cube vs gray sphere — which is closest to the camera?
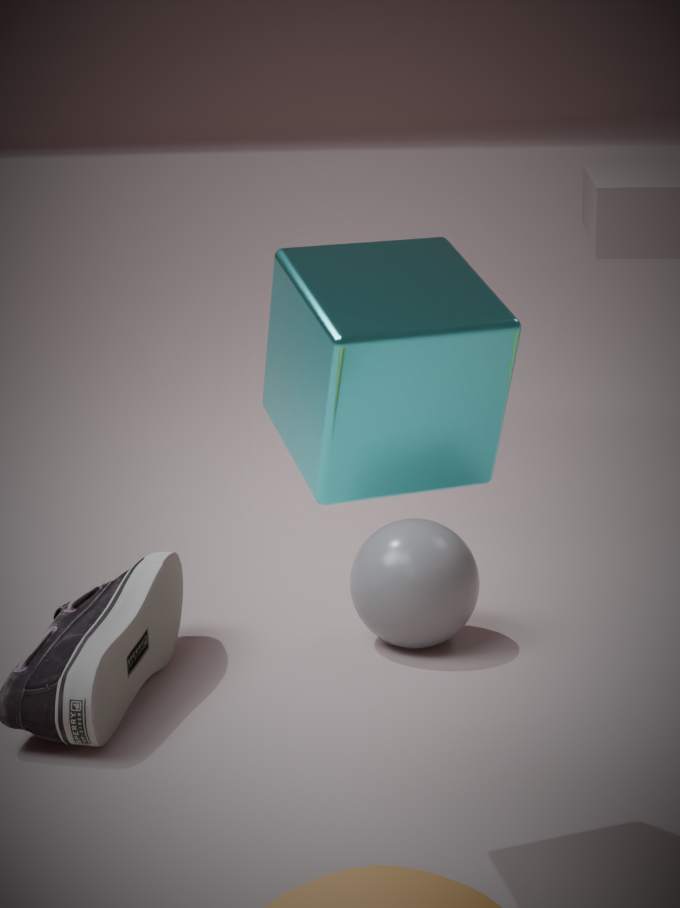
cube
